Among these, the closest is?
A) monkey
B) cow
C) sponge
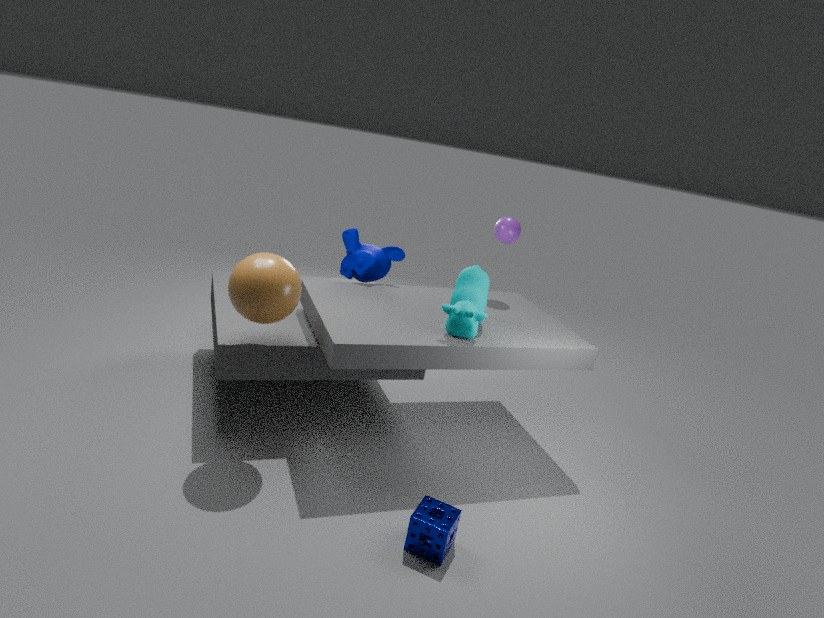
sponge
